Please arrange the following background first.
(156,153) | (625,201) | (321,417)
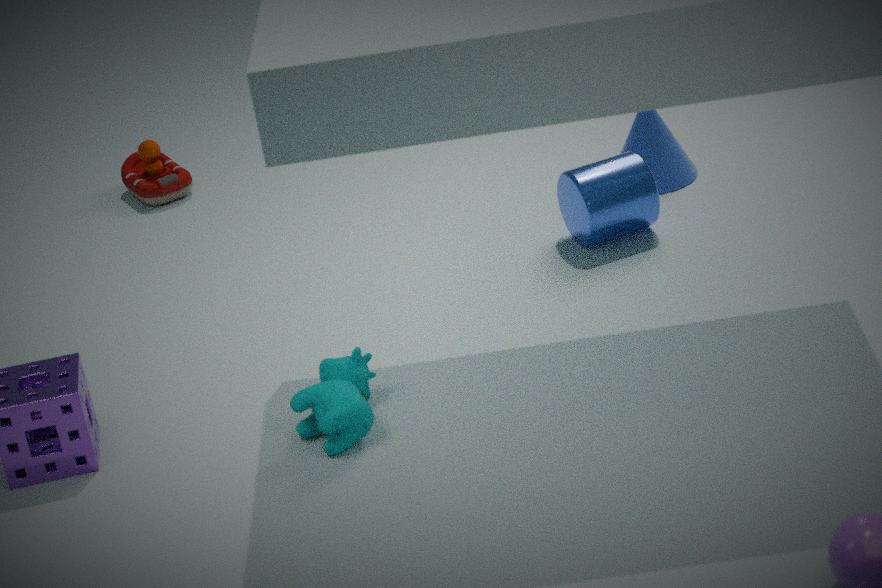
(156,153), (625,201), (321,417)
